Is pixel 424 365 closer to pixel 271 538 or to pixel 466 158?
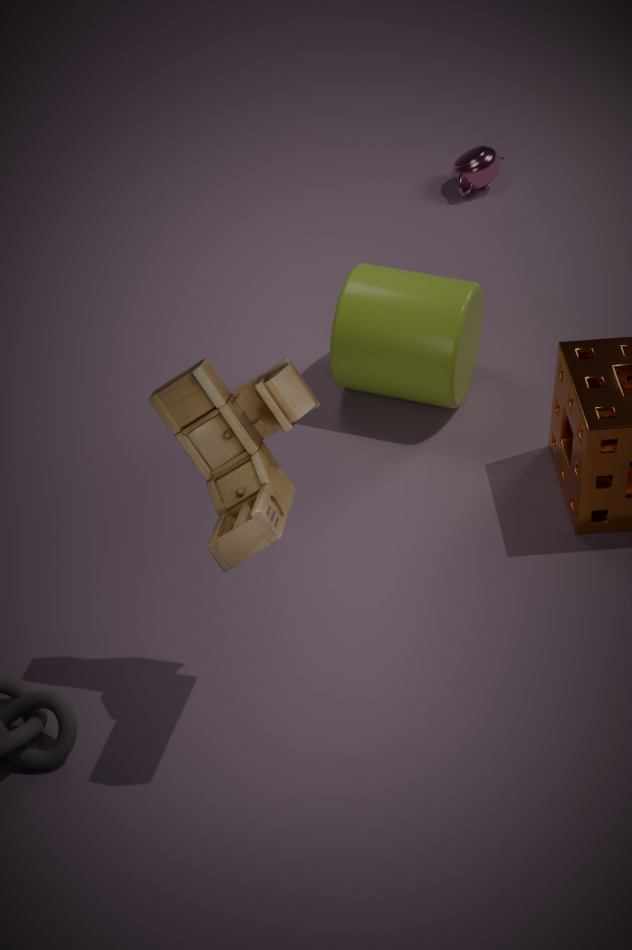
pixel 466 158
